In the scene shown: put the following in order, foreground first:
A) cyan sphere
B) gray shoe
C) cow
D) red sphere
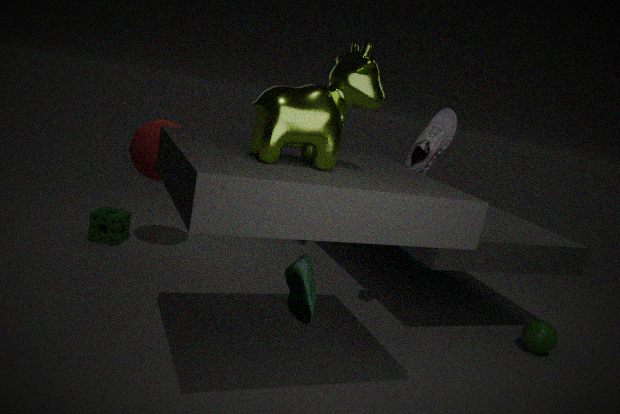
1. cow
2. gray shoe
3. red sphere
4. cyan sphere
